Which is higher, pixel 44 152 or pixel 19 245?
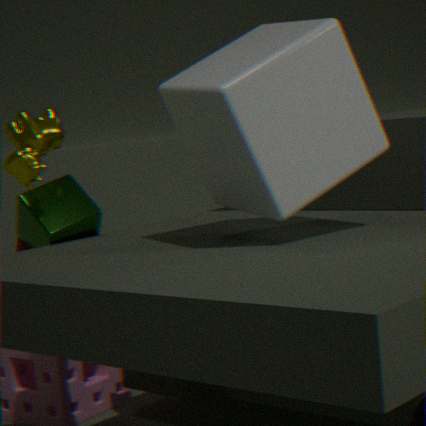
pixel 44 152
